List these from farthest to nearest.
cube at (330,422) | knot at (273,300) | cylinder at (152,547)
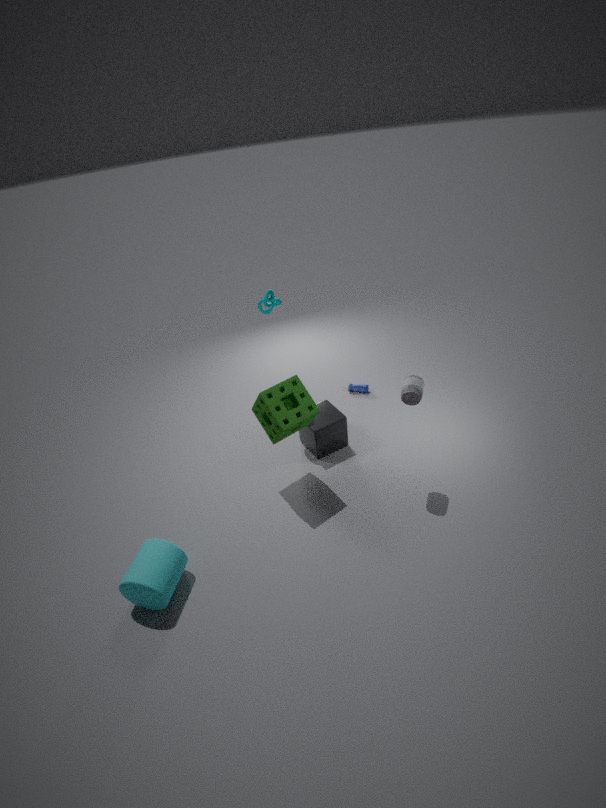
knot at (273,300)
cube at (330,422)
cylinder at (152,547)
